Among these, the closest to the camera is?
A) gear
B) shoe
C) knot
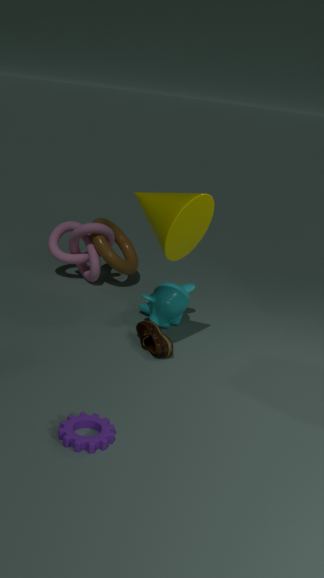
gear
